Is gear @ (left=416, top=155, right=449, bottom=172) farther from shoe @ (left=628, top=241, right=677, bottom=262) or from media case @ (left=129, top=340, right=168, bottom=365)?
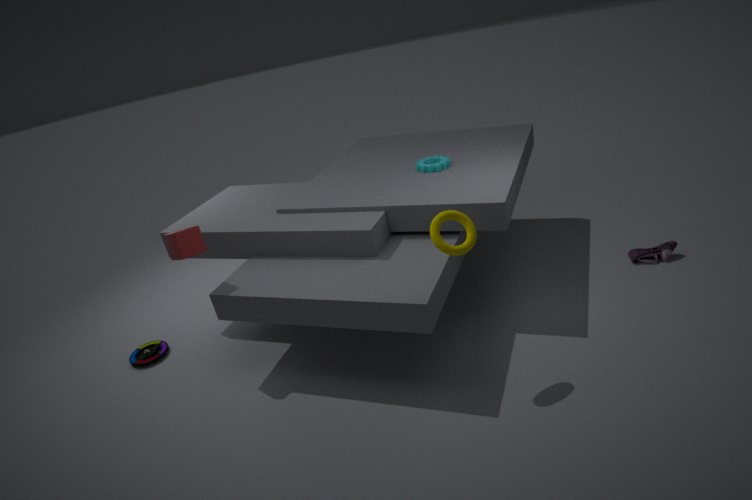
media case @ (left=129, top=340, right=168, bottom=365)
